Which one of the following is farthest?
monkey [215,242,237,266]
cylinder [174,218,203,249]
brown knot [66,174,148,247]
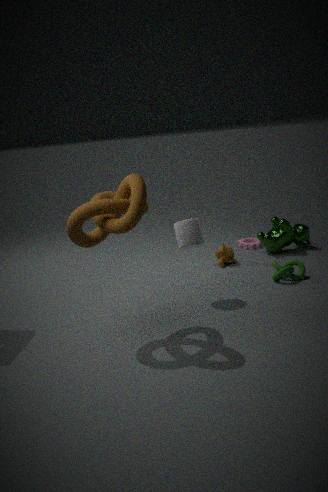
monkey [215,242,237,266]
